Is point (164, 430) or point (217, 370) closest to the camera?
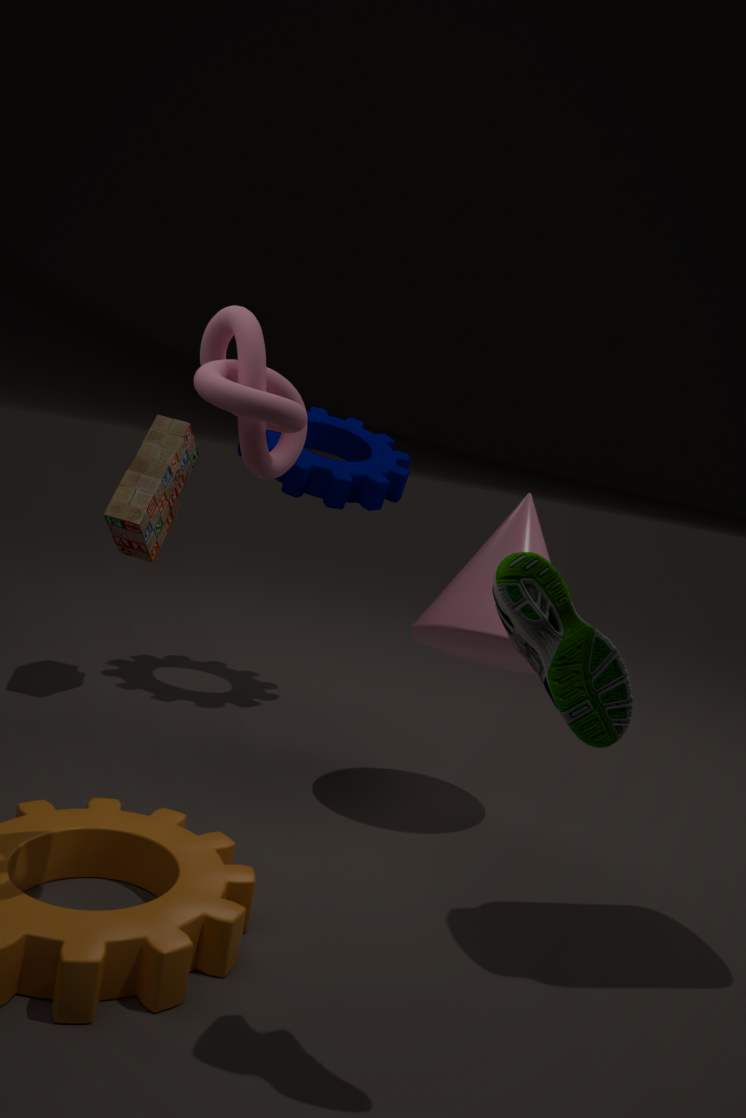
point (217, 370)
